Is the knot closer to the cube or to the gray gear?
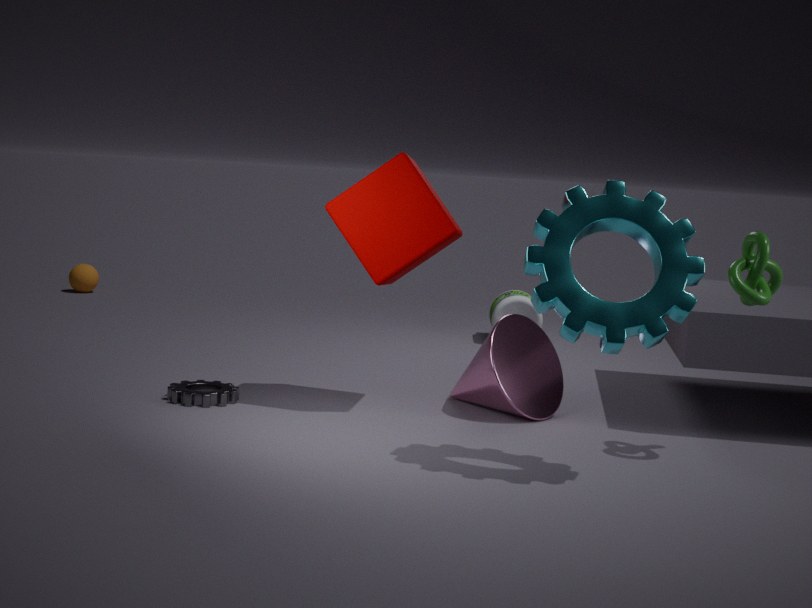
the cube
